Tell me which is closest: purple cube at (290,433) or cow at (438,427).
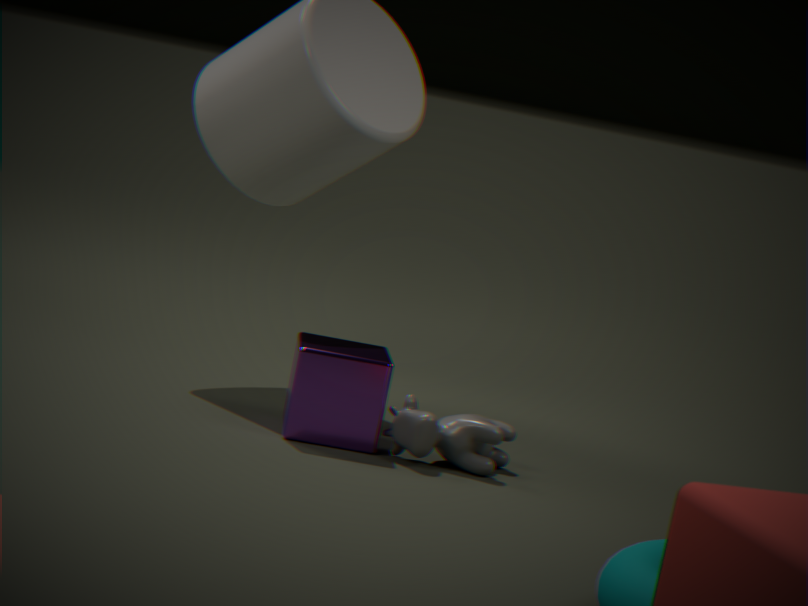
cow at (438,427)
